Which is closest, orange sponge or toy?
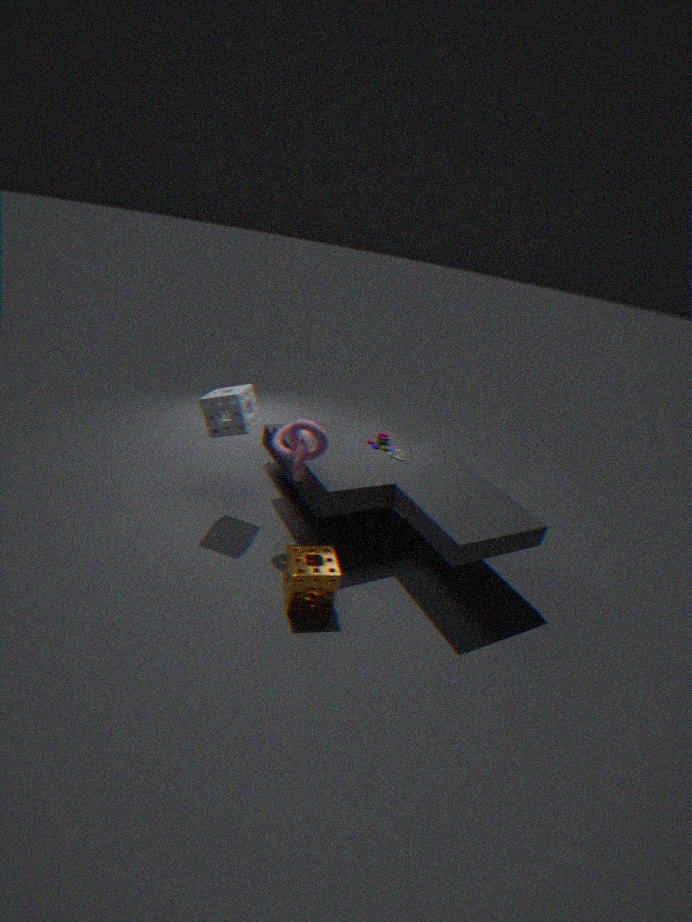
orange sponge
